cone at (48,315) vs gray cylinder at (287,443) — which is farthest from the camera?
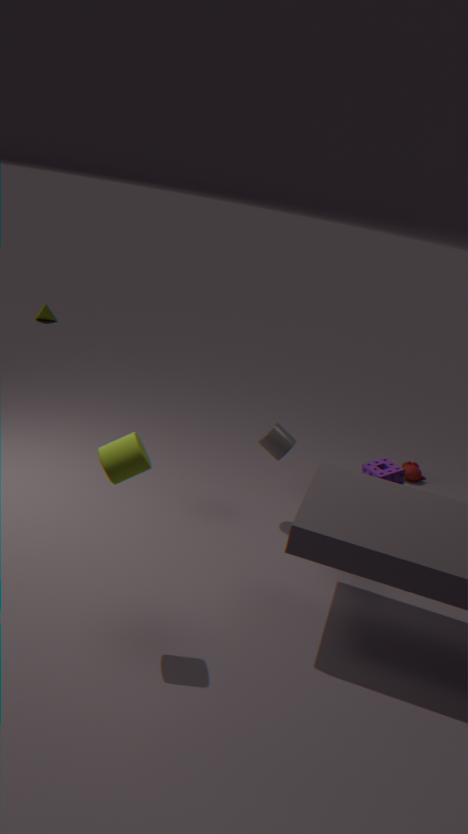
cone at (48,315)
